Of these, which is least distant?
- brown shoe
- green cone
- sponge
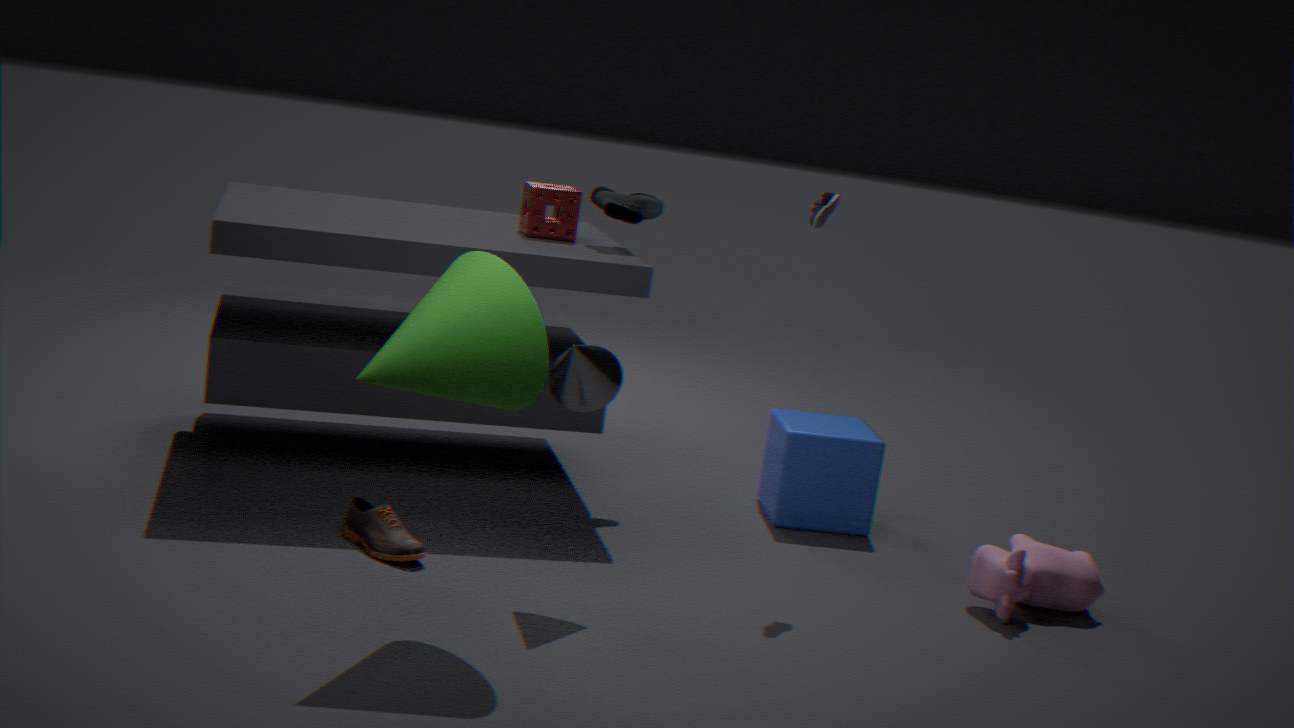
green cone
